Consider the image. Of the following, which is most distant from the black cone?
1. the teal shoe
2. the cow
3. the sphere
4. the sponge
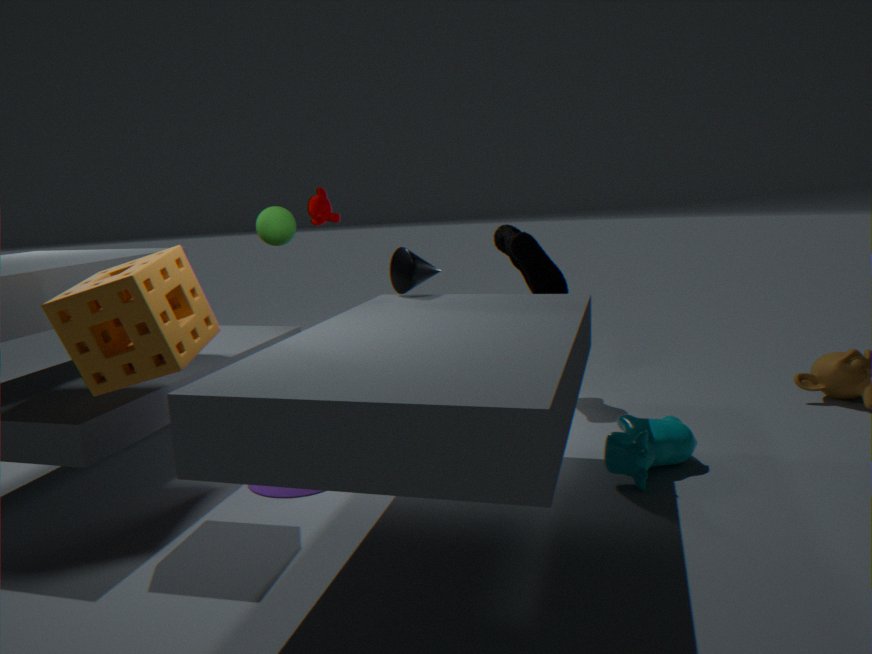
the cow
